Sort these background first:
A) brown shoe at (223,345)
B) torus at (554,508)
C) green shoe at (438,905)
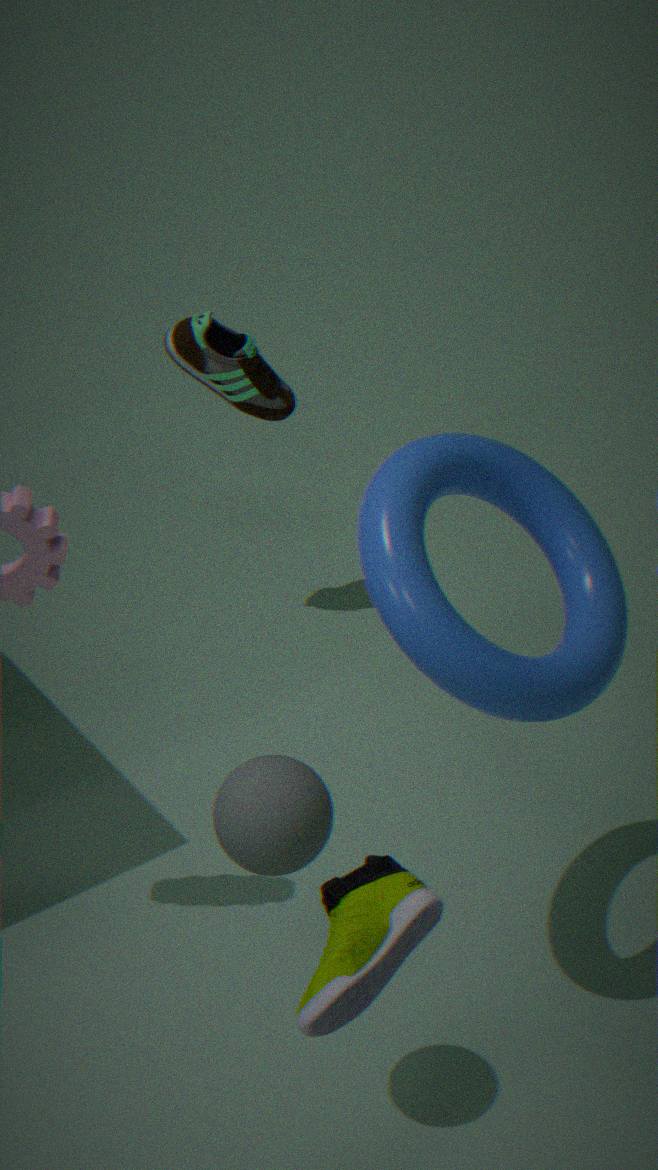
brown shoe at (223,345), torus at (554,508), green shoe at (438,905)
